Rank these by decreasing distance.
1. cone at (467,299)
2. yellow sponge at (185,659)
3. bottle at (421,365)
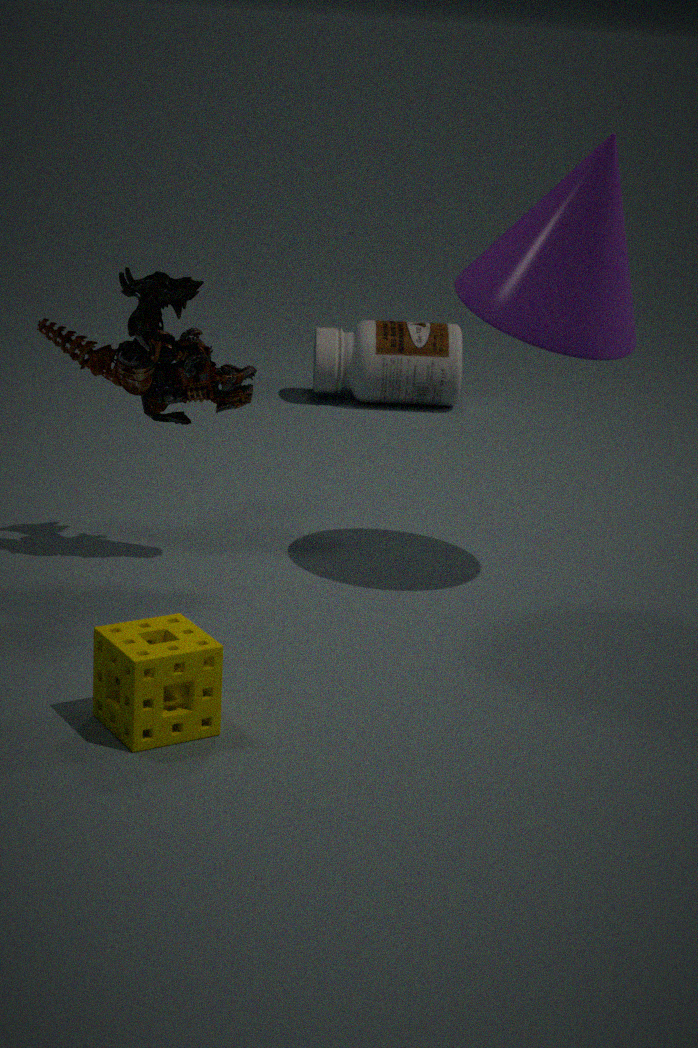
bottle at (421,365) → cone at (467,299) → yellow sponge at (185,659)
